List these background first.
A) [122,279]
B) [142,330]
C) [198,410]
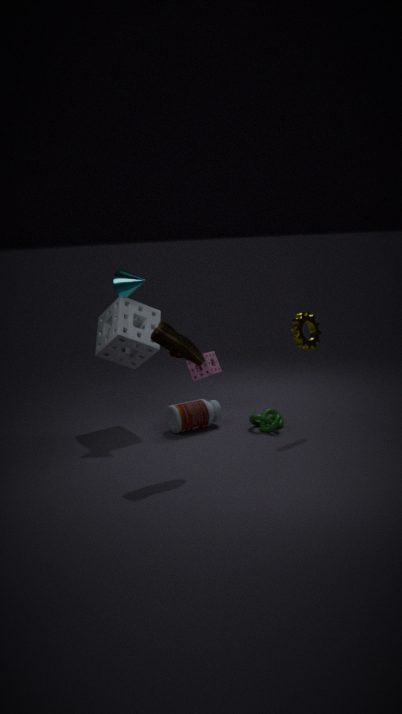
[142,330] → [198,410] → [122,279]
